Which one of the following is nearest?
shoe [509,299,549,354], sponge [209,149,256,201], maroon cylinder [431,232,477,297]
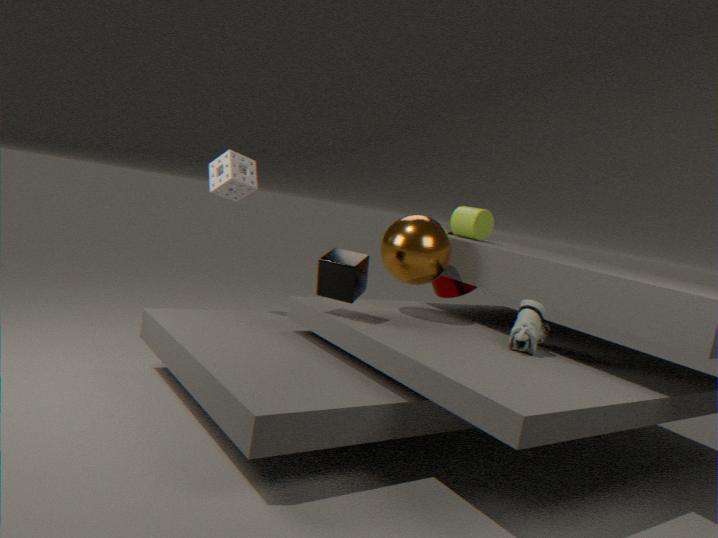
shoe [509,299,549,354]
